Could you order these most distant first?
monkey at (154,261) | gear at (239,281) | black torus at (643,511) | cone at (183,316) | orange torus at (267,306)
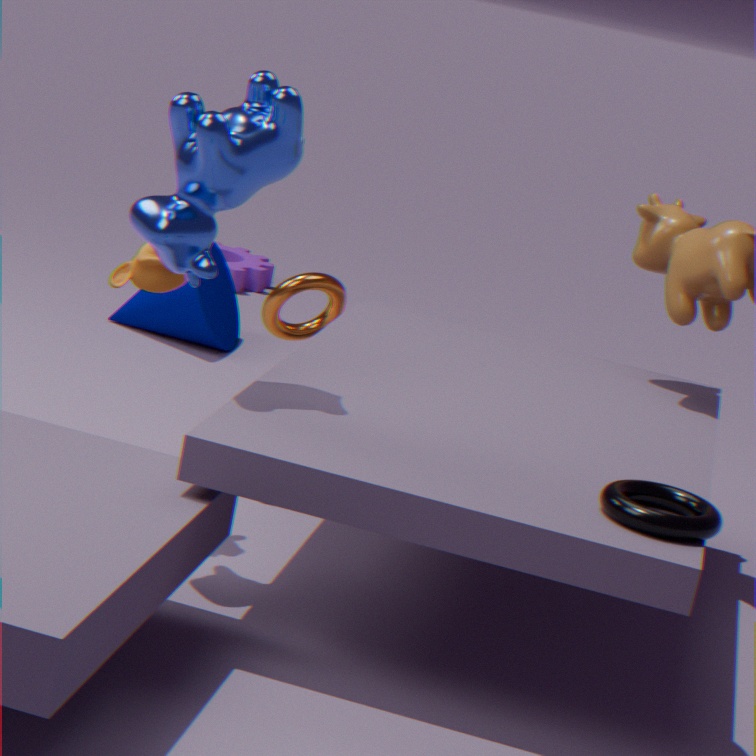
gear at (239,281) < cone at (183,316) < orange torus at (267,306) < monkey at (154,261) < black torus at (643,511)
